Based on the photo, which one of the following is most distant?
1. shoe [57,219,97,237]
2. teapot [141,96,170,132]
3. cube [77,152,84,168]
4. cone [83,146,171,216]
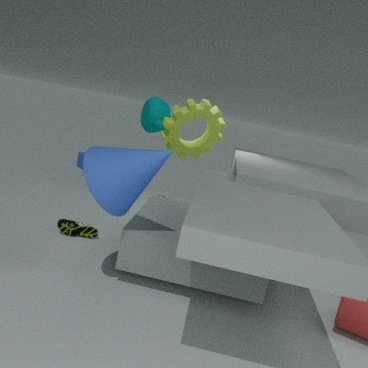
cube [77,152,84,168]
